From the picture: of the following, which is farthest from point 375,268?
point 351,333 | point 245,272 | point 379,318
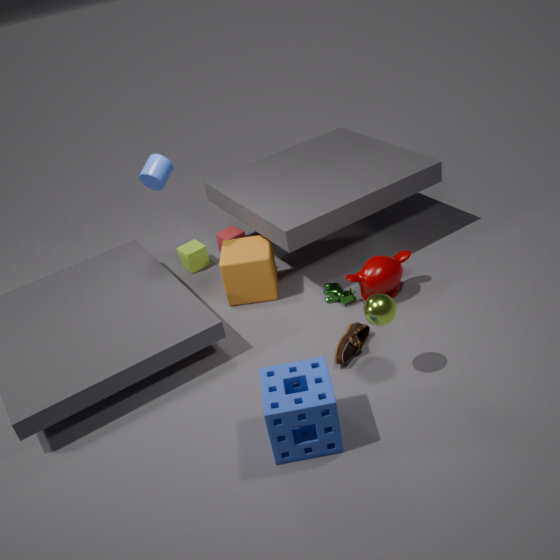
point 245,272
